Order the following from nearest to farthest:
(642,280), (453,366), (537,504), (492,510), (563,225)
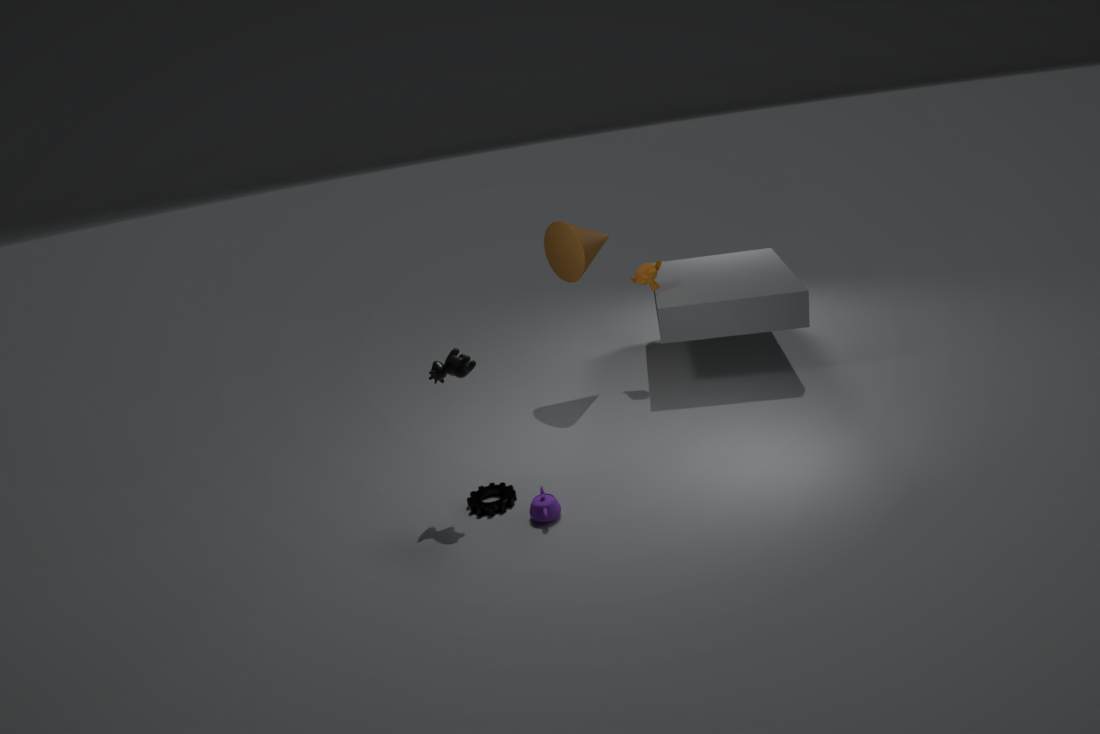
(453,366)
(537,504)
(492,510)
(563,225)
(642,280)
